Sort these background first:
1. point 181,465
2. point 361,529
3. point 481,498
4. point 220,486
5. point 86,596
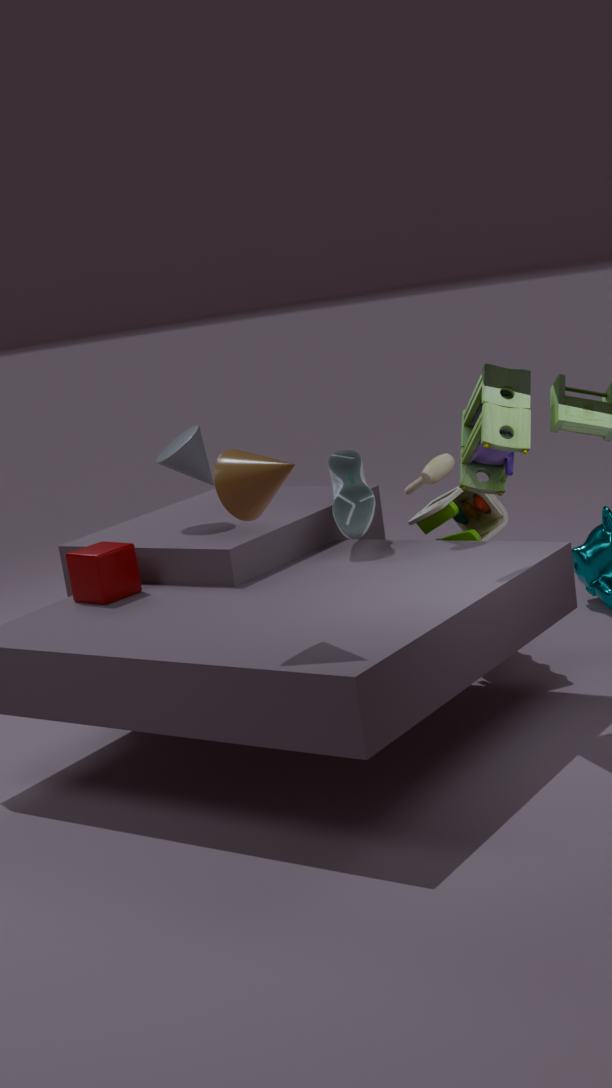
point 181,465, point 481,498, point 361,529, point 86,596, point 220,486
